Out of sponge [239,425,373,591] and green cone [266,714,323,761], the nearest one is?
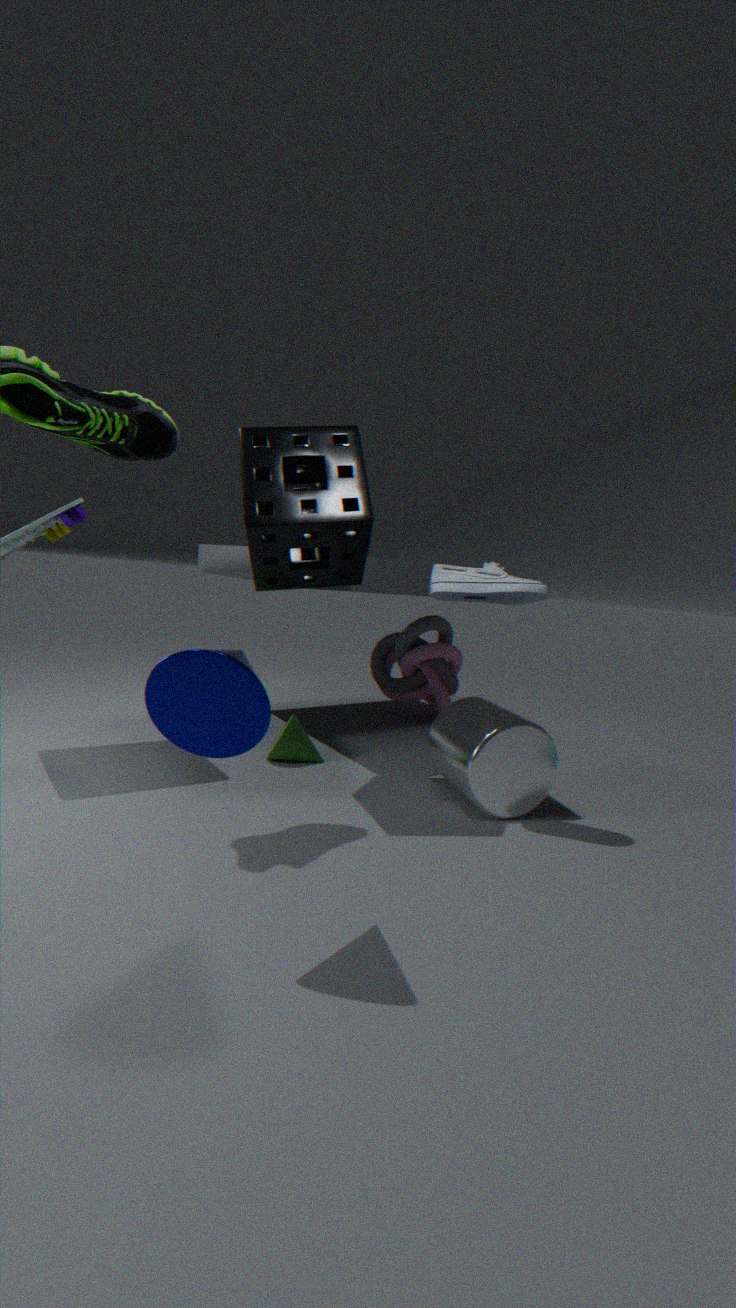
sponge [239,425,373,591]
